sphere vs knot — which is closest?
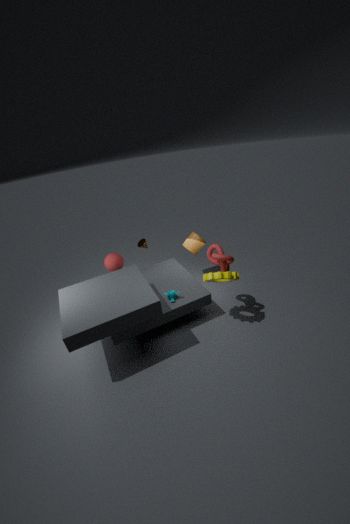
knot
